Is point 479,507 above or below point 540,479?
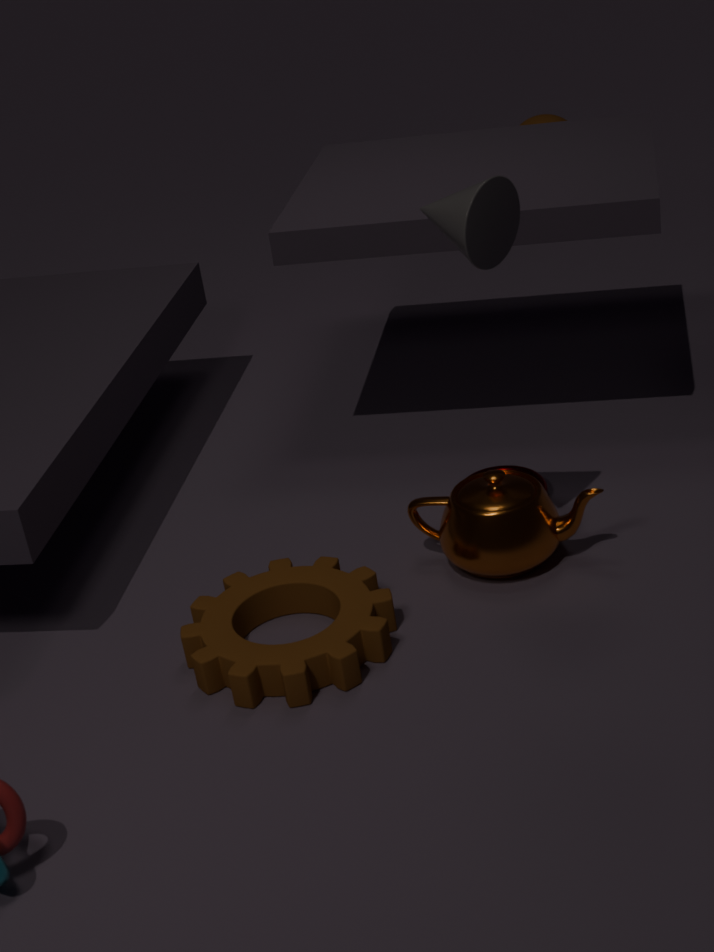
above
